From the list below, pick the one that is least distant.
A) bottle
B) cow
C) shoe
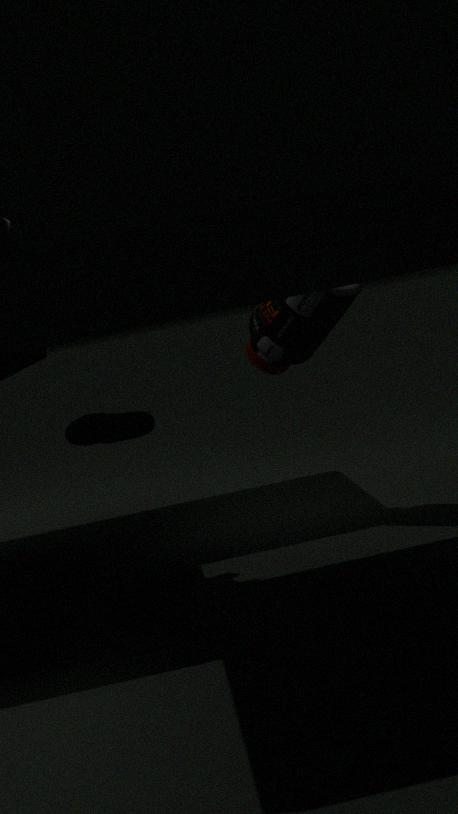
cow
